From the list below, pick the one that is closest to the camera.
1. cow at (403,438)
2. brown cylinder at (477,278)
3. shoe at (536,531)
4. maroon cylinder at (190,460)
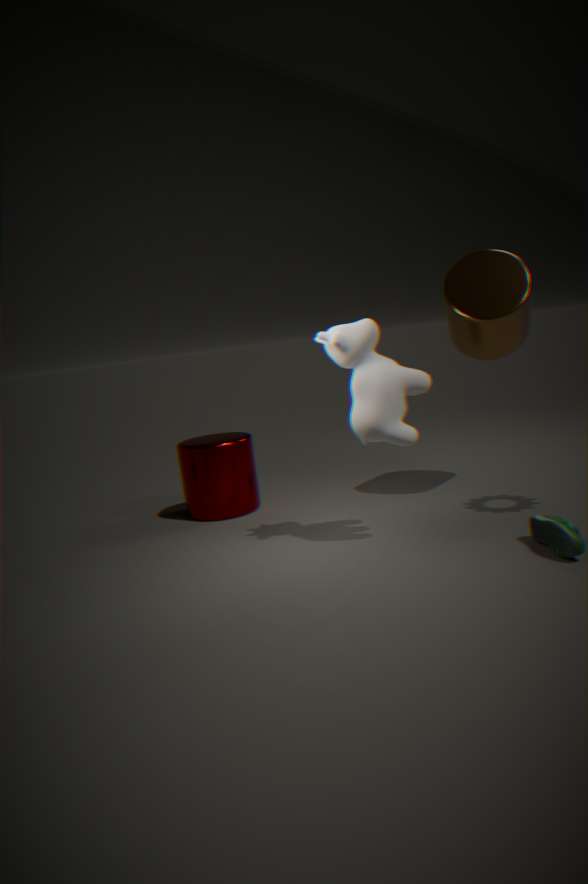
shoe at (536,531)
